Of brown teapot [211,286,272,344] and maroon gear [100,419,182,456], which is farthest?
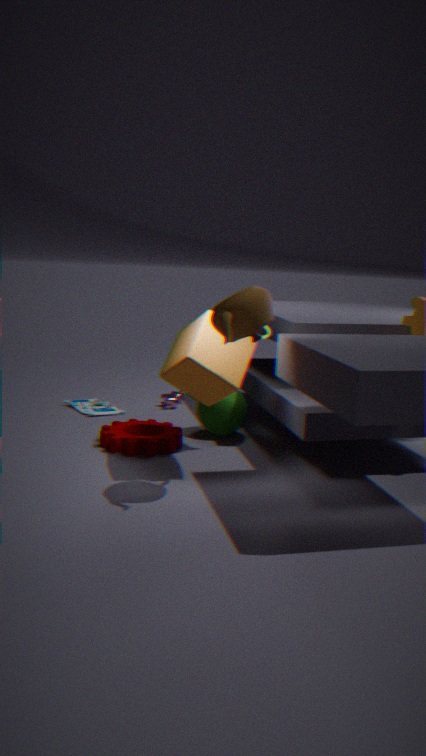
maroon gear [100,419,182,456]
